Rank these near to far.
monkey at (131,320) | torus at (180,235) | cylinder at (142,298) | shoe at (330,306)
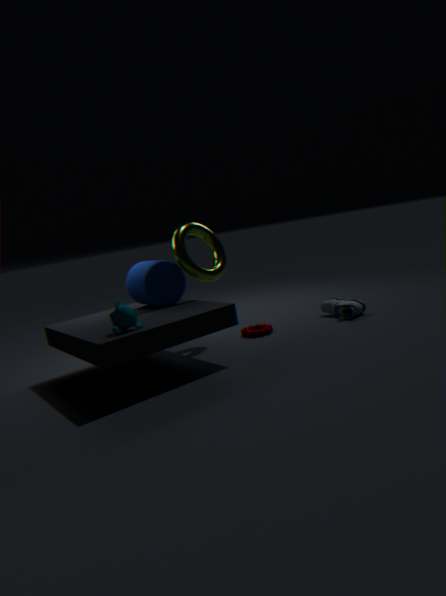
monkey at (131,320), cylinder at (142,298), torus at (180,235), shoe at (330,306)
